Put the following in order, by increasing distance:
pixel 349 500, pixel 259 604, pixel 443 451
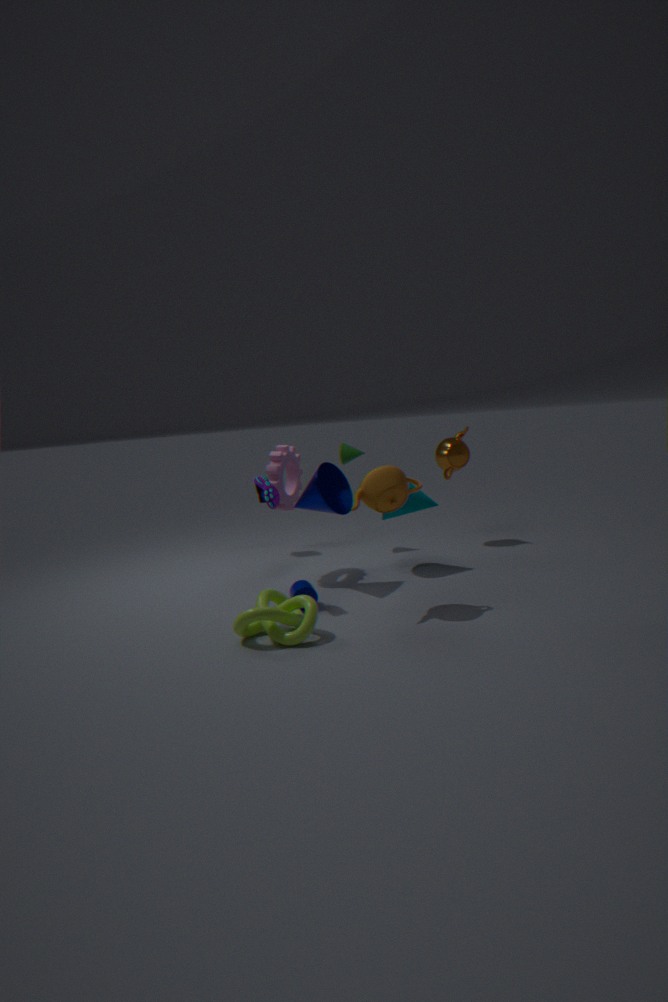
1. pixel 259 604
2. pixel 349 500
3. pixel 443 451
